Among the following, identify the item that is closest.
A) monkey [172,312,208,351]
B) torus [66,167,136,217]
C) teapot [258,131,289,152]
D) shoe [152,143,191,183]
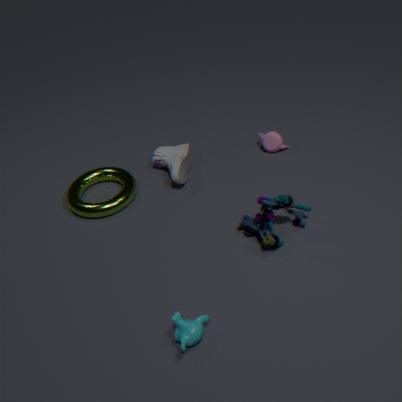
monkey [172,312,208,351]
